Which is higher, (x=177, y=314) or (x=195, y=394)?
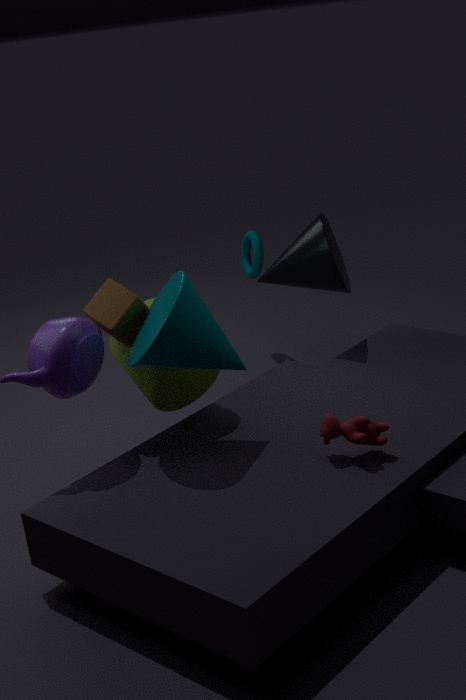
(x=177, y=314)
